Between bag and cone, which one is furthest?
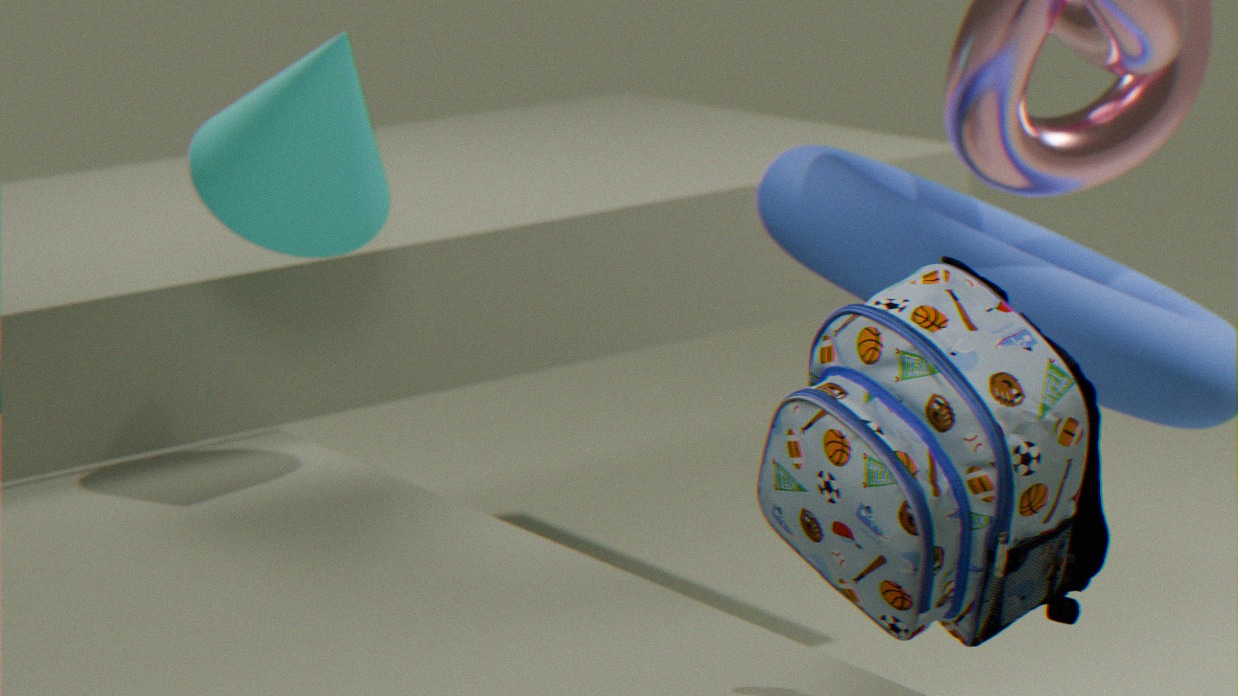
cone
